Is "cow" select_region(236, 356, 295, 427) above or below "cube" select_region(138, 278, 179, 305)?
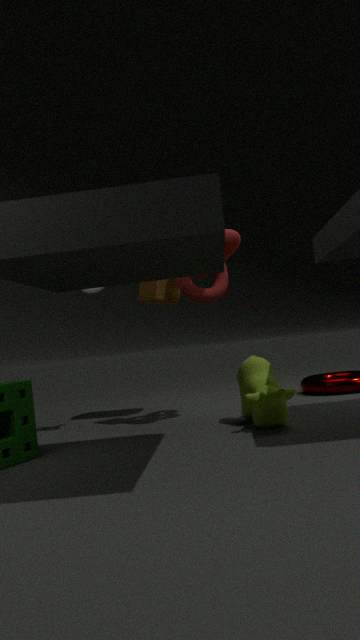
below
